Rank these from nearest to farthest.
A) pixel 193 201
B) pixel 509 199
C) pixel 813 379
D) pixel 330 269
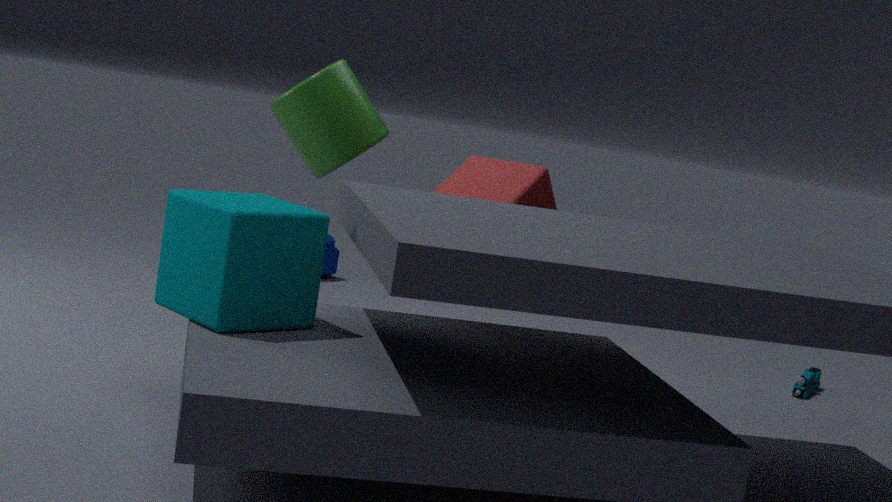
pixel 193 201 → pixel 509 199 → pixel 813 379 → pixel 330 269
